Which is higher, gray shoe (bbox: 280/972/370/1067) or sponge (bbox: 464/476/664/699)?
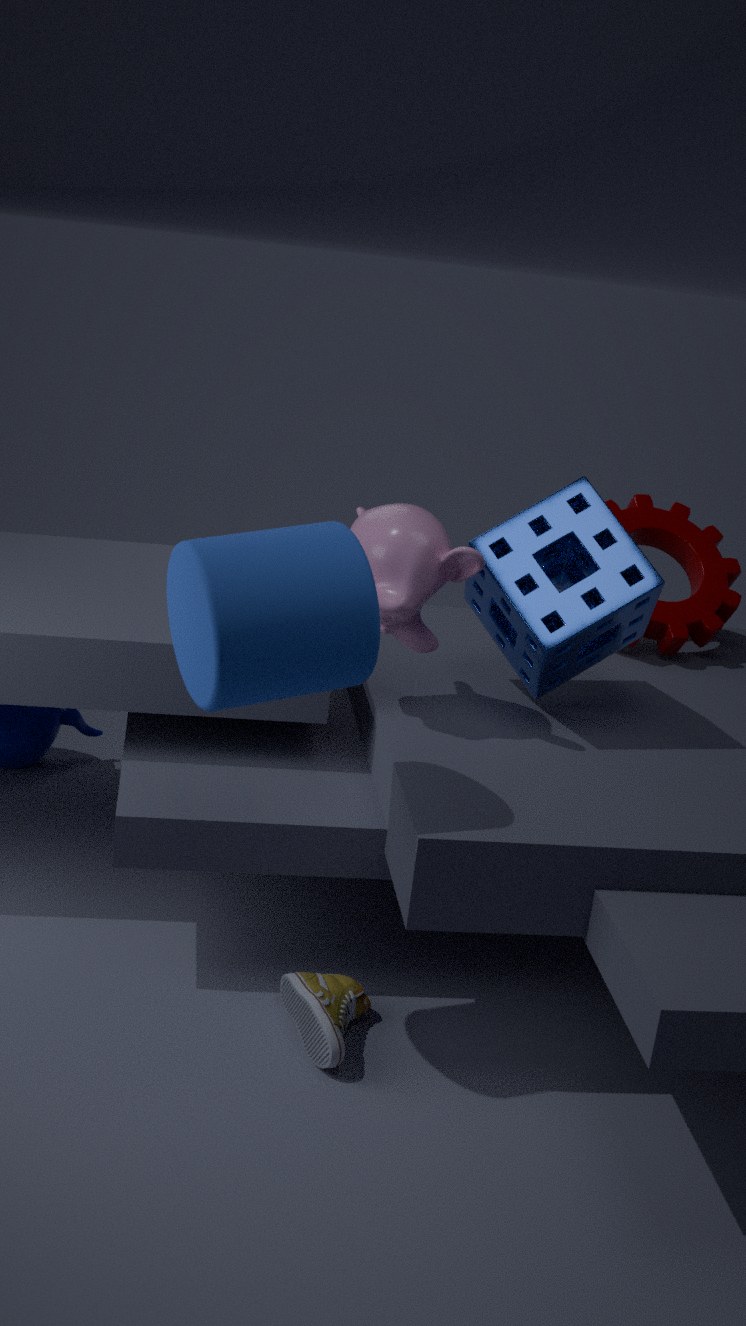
sponge (bbox: 464/476/664/699)
